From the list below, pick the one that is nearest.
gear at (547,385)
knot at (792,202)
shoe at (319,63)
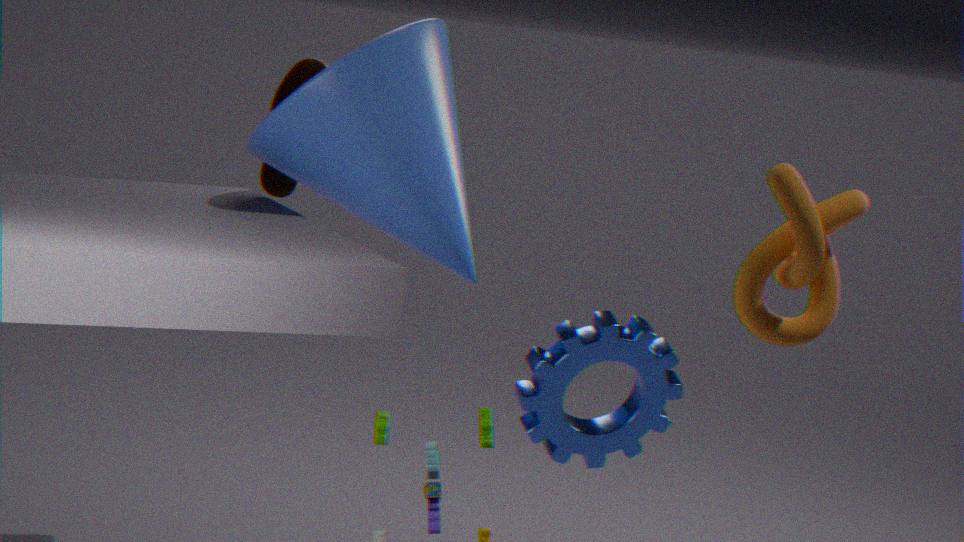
knot at (792,202)
